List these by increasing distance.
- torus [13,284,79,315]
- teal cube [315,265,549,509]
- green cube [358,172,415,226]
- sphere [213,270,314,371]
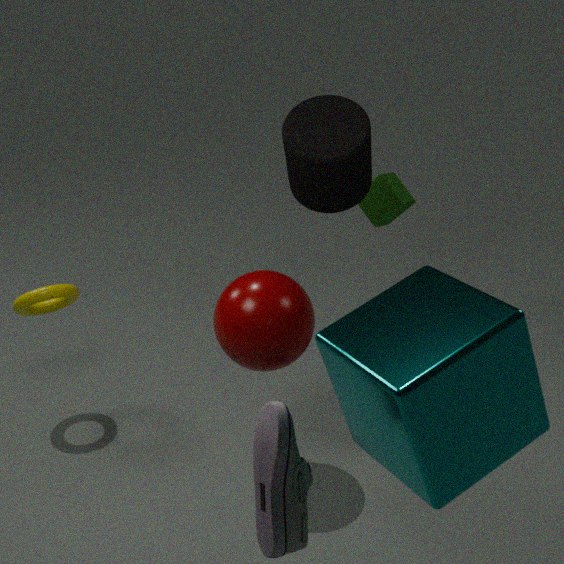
teal cube [315,265,549,509]
sphere [213,270,314,371]
torus [13,284,79,315]
green cube [358,172,415,226]
